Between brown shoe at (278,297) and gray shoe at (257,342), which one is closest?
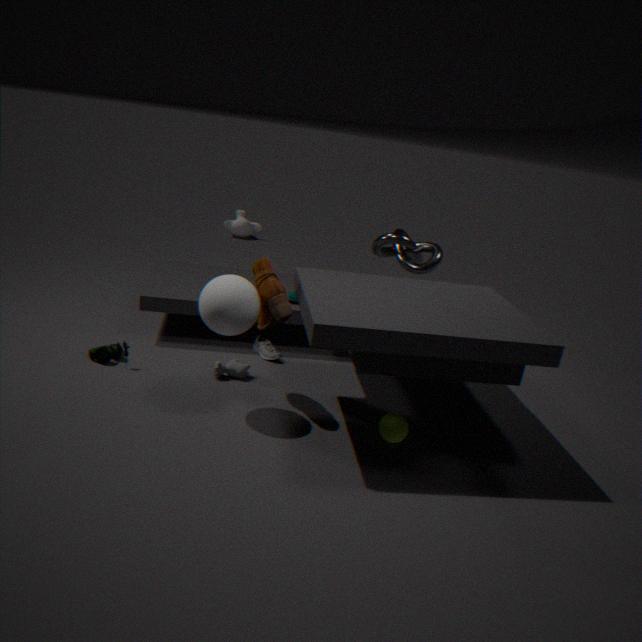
brown shoe at (278,297)
